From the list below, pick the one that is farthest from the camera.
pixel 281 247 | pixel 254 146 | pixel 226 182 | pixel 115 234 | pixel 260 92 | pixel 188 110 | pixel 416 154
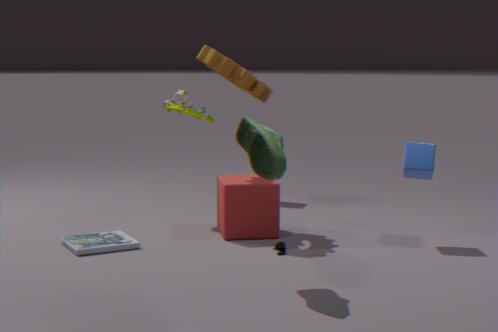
pixel 188 110
